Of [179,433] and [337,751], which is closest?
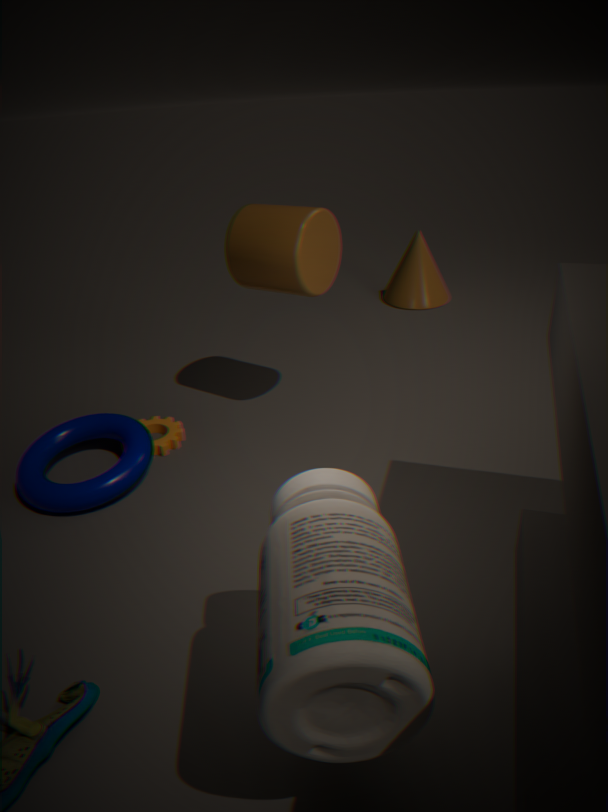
Result: [337,751]
